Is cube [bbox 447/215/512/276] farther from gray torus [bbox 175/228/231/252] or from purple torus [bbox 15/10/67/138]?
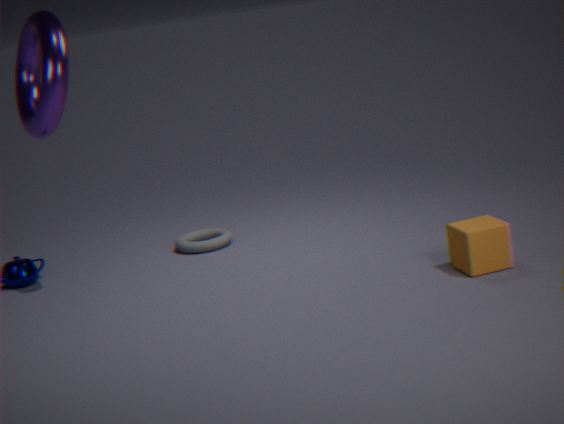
purple torus [bbox 15/10/67/138]
